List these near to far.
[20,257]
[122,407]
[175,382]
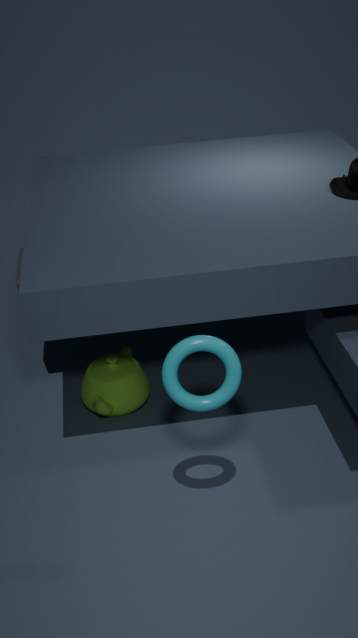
1. [175,382]
2. [122,407]
3. [20,257]
